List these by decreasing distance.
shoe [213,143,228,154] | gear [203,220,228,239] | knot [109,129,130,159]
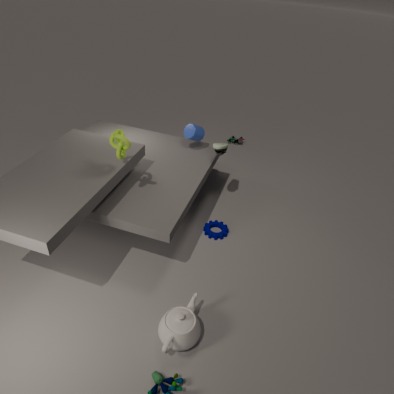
1. shoe [213,143,228,154]
2. gear [203,220,228,239]
3. knot [109,129,130,159]
